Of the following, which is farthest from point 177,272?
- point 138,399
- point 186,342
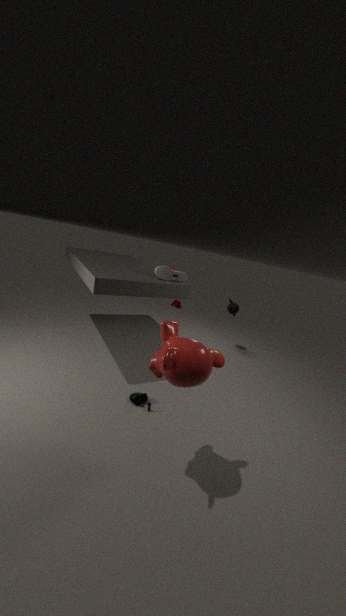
point 186,342
